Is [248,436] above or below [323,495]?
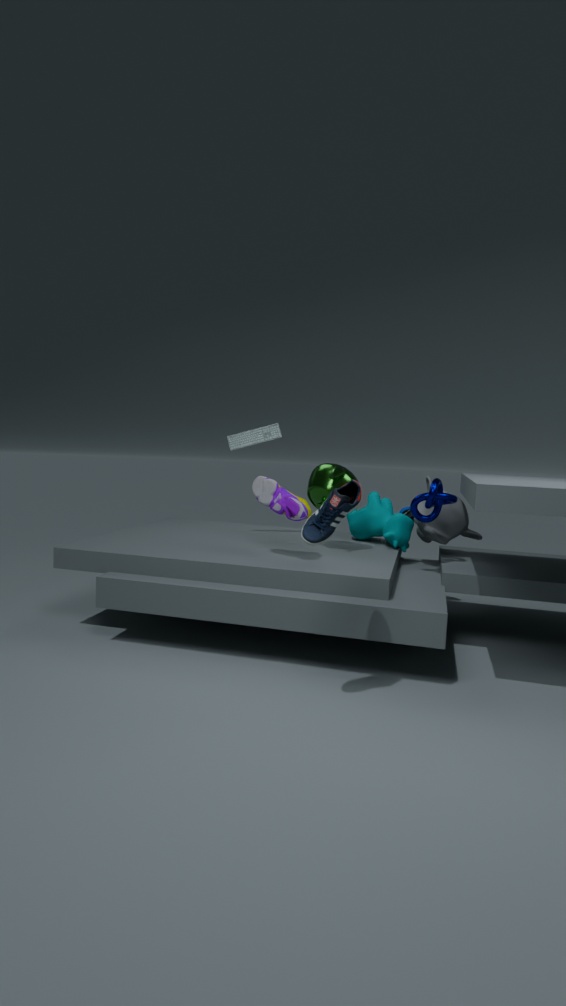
above
